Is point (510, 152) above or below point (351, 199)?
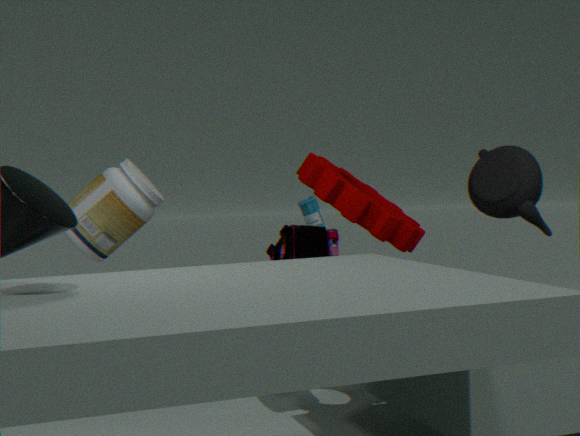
above
